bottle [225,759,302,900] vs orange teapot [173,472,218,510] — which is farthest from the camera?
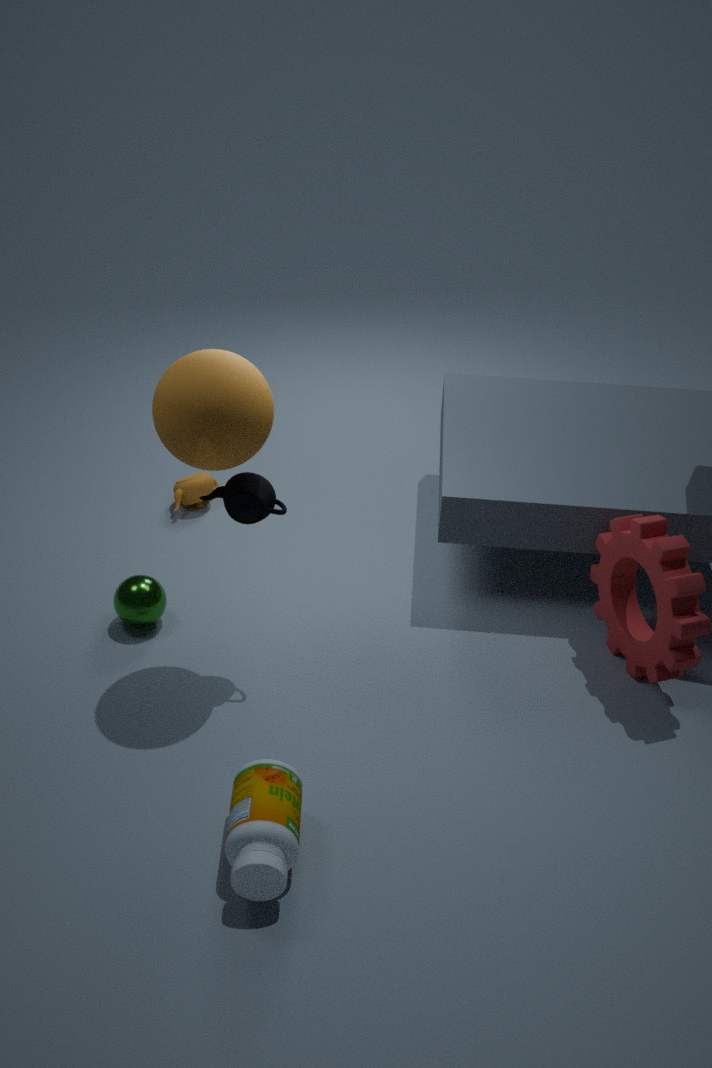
orange teapot [173,472,218,510]
